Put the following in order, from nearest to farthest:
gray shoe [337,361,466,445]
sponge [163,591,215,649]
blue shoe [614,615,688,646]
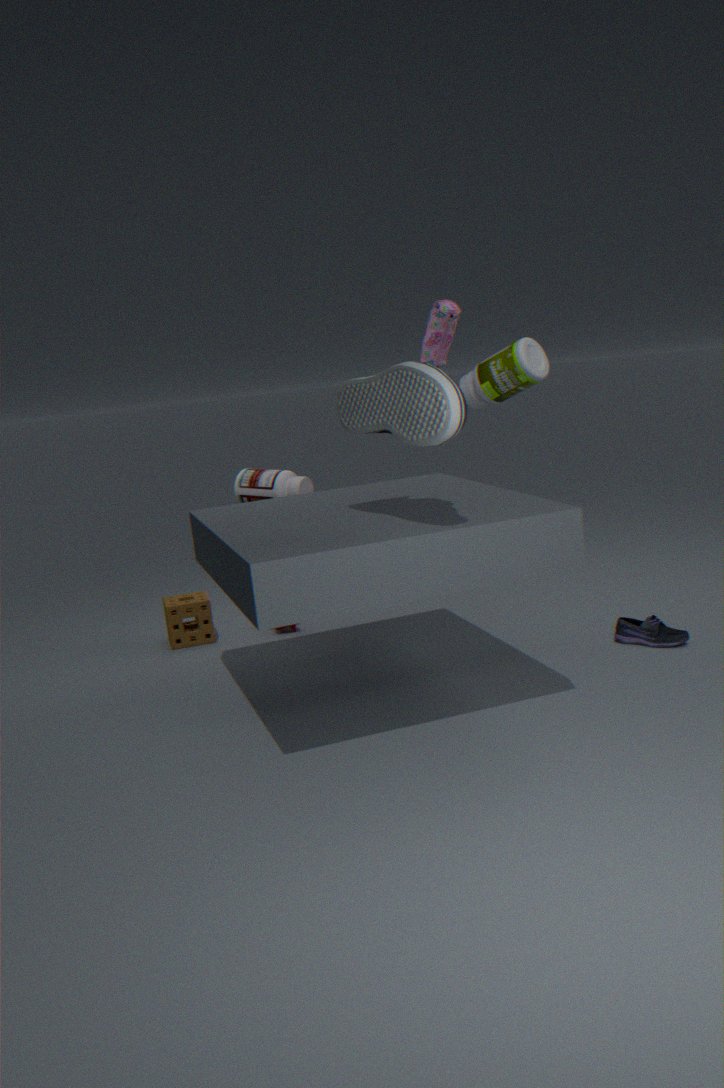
gray shoe [337,361,466,445] < blue shoe [614,615,688,646] < sponge [163,591,215,649]
